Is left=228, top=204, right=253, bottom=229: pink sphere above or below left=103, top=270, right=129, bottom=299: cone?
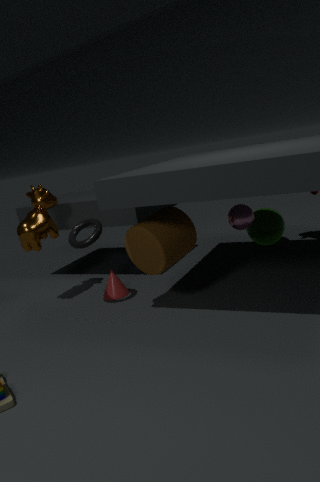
above
